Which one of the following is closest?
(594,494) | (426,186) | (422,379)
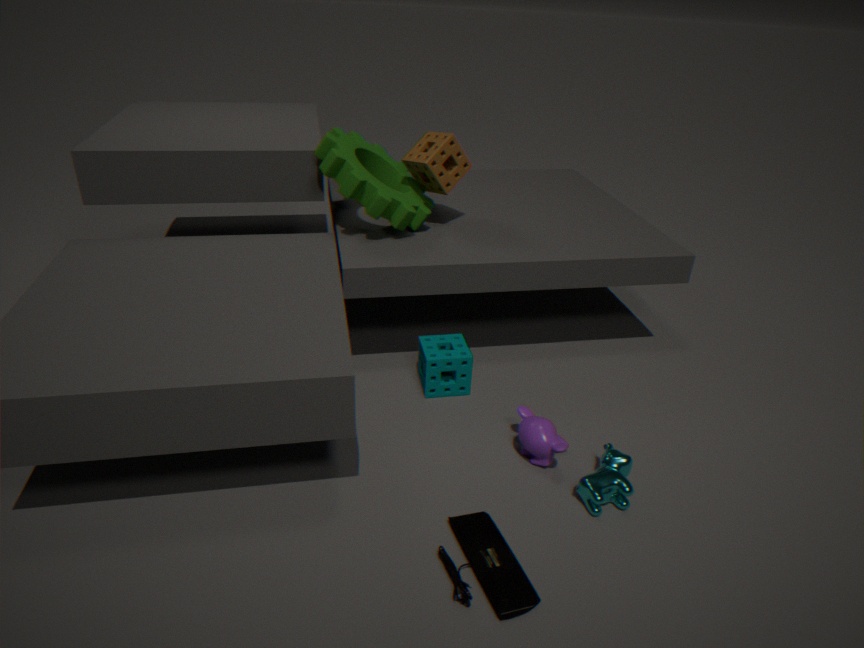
(594,494)
